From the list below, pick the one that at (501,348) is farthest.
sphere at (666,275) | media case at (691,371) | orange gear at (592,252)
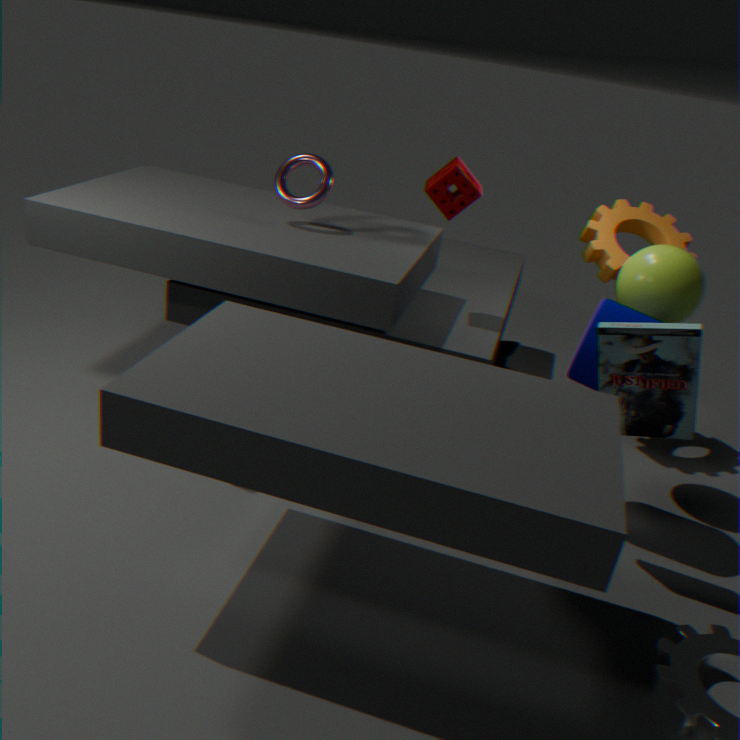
orange gear at (592,252)
